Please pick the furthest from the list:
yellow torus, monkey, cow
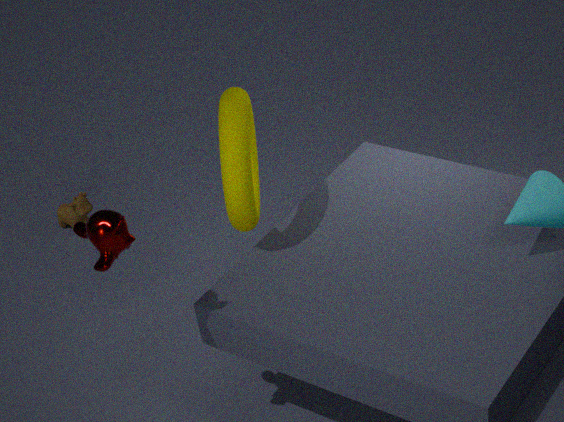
cow
